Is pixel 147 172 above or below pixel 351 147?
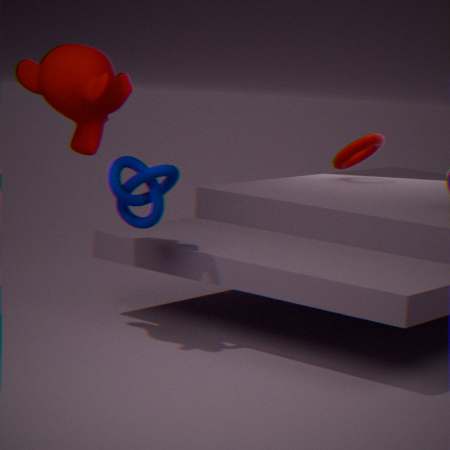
below
